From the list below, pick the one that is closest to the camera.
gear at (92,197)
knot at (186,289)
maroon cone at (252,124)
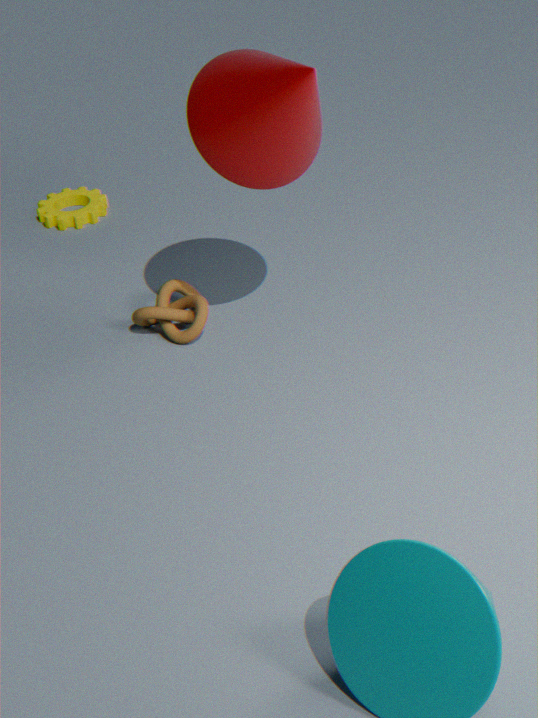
maroon cone at (252,124)
